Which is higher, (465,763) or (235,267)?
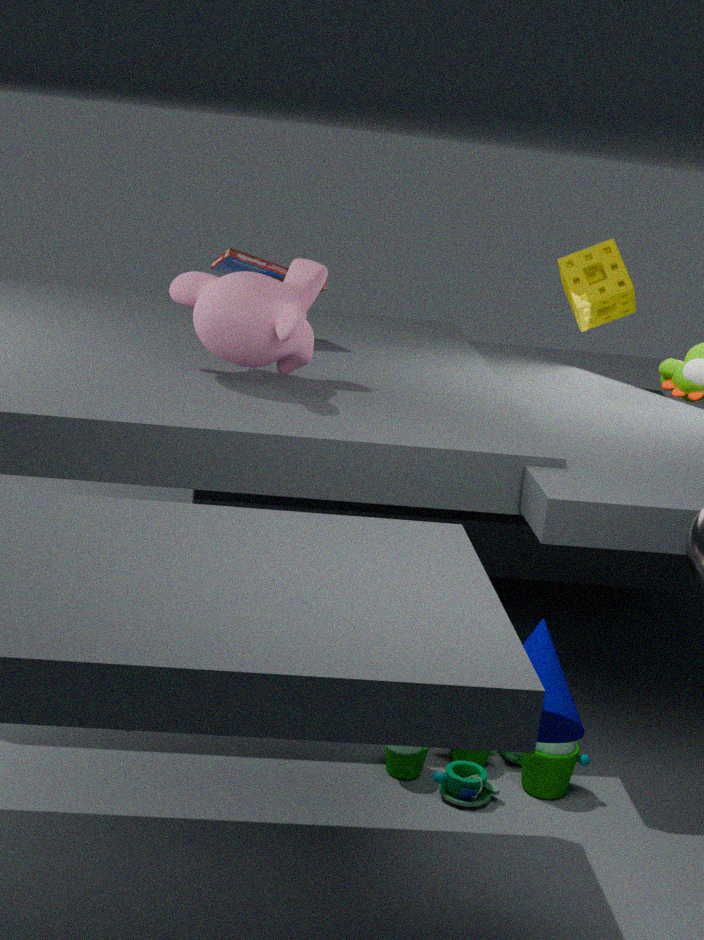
(235,267)
